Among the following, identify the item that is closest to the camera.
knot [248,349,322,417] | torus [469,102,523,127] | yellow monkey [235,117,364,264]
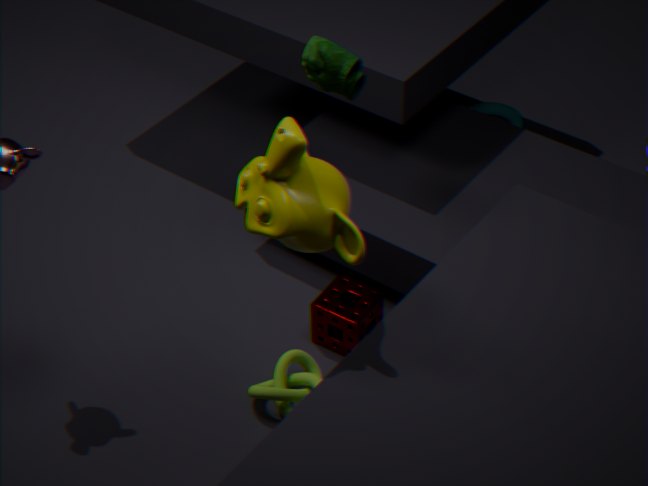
yellow monkey [235,117,364,264]
